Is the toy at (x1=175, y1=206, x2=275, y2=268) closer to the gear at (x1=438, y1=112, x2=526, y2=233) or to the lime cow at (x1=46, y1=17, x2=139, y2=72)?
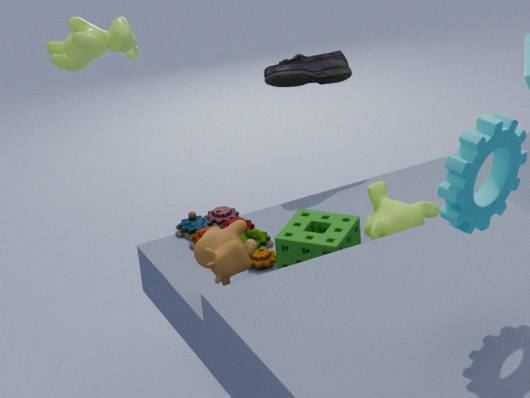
the lime cow at (x1=46, y1=17, x2=139, y2=72)
